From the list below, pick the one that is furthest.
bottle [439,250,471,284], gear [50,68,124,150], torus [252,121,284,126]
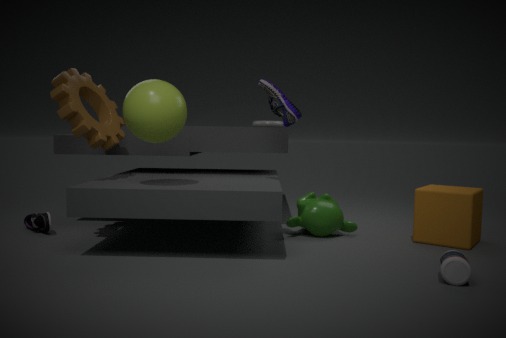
torus [252,121,284,126]
